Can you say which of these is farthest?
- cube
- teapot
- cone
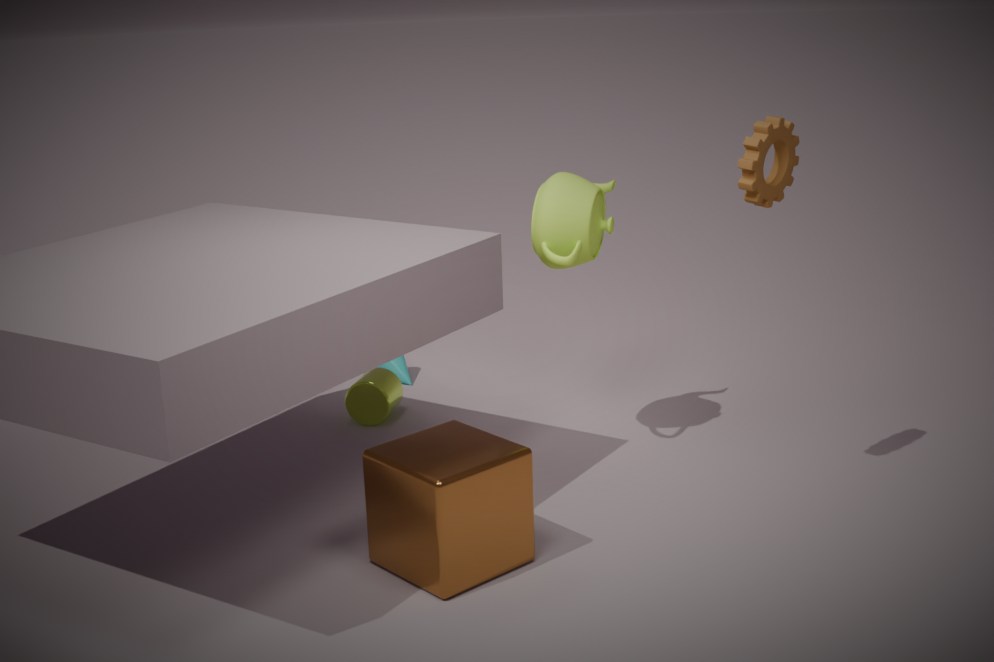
cone
